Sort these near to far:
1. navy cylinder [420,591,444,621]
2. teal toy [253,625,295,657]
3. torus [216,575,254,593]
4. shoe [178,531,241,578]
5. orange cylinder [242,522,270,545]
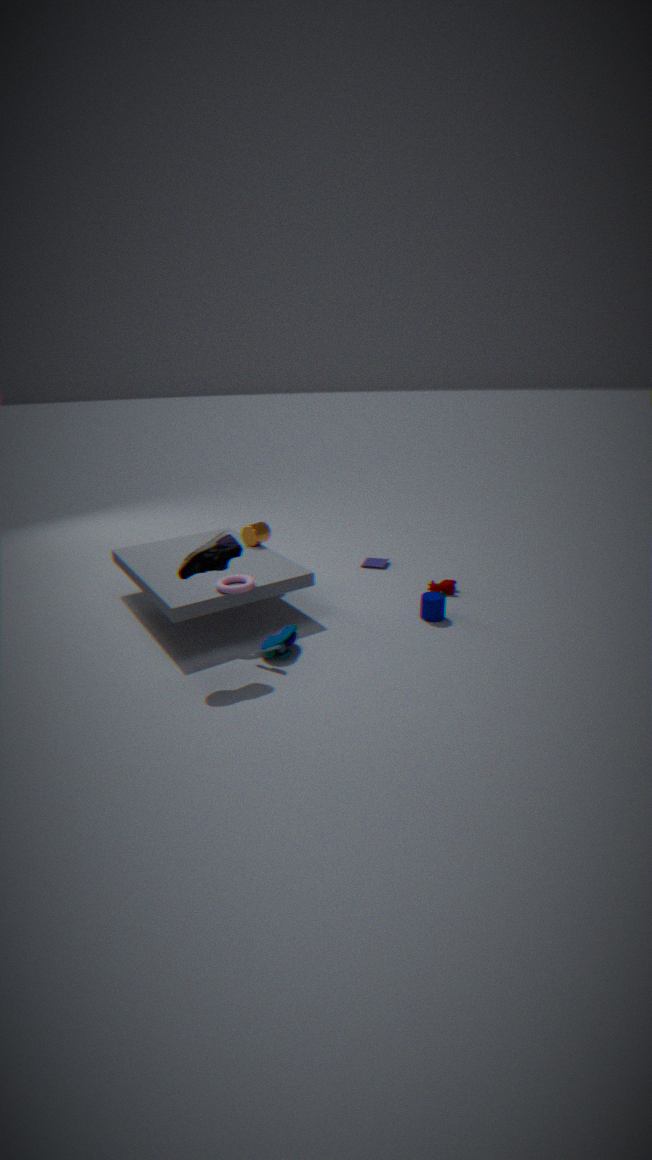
shoe [178,531,241,578] < teal toy [253,625,295,657] < torus [216,575,254,593] < navy cylinder [420,591,444,621] < orange cylinder [242,522,270,545]
